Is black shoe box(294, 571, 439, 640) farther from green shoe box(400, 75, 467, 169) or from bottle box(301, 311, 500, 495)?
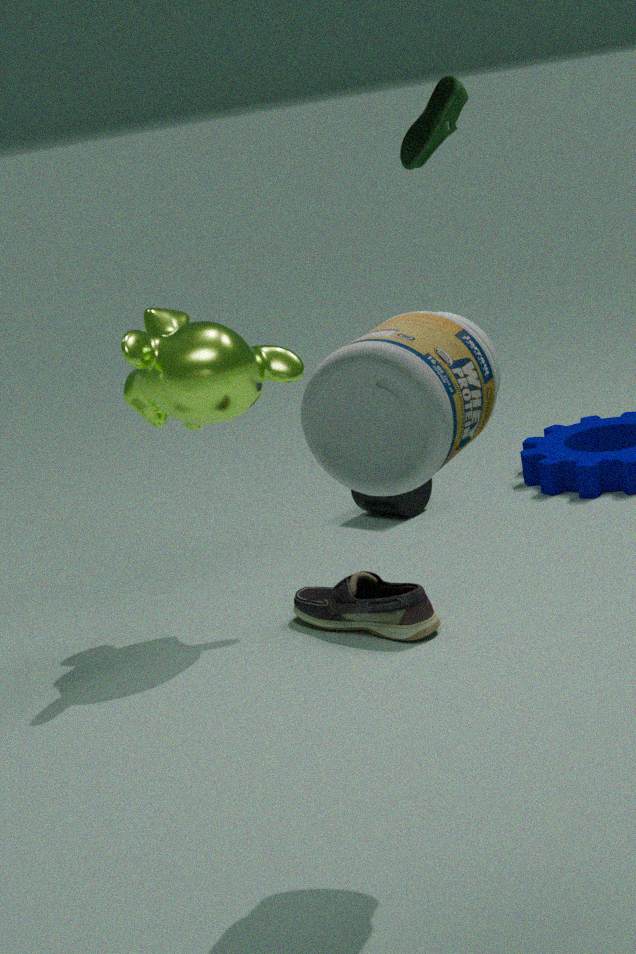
green shoe box(400, 75, 467, 169)
